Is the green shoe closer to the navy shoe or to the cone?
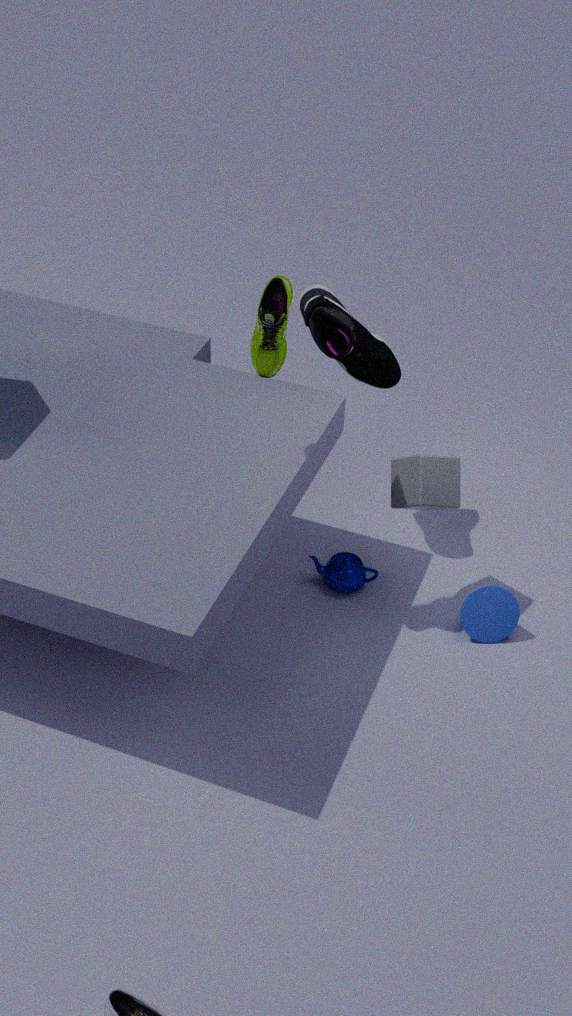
the navy shoe
